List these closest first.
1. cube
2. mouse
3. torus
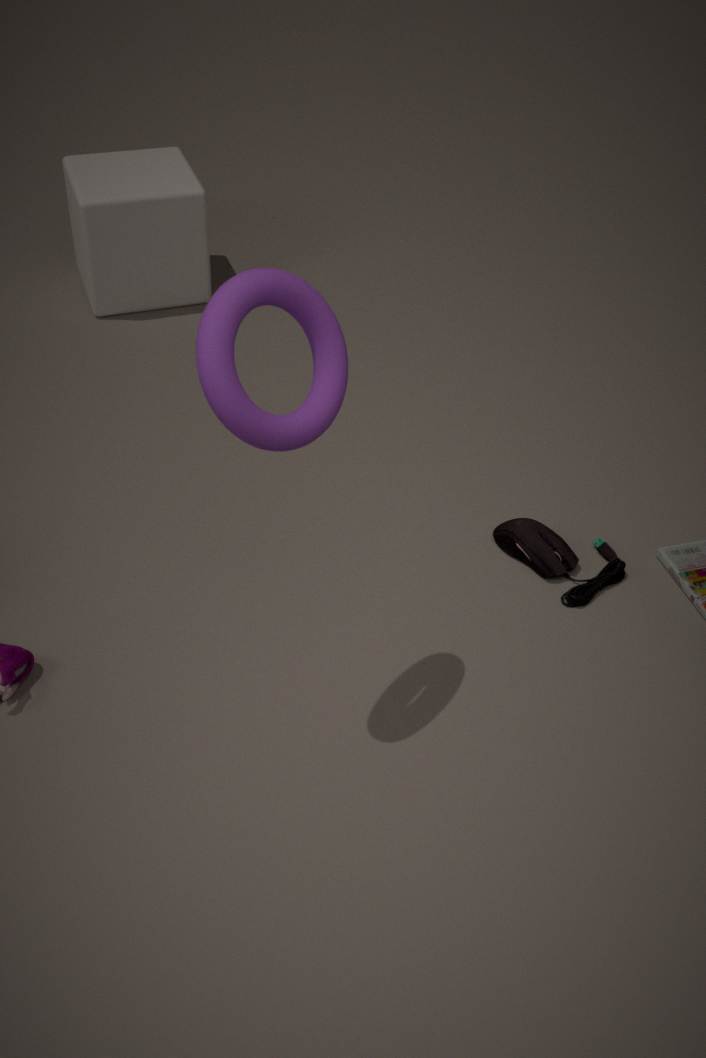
torus
mouse
cube
